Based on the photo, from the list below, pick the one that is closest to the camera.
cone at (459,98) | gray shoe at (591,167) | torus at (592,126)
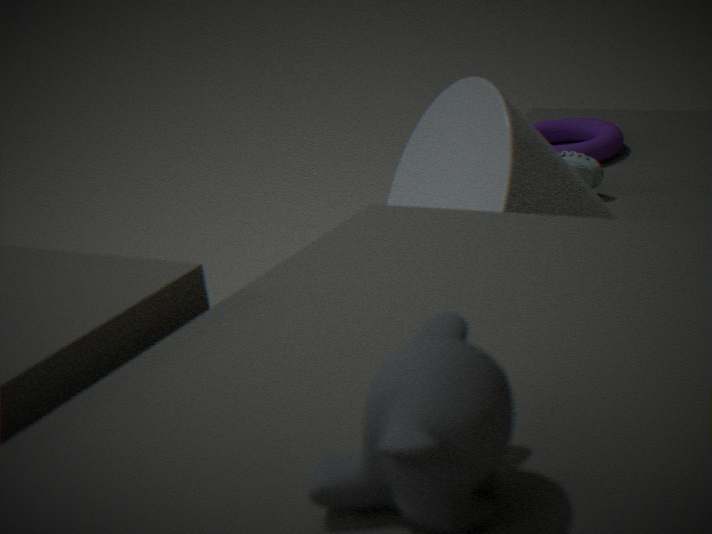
cone at (459,98)
